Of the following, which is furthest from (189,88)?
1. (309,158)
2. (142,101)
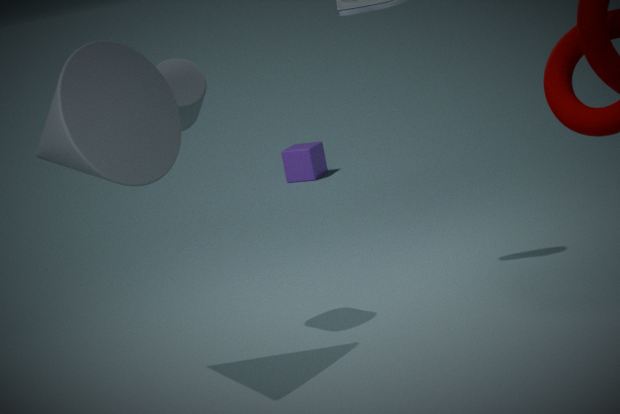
(309,158)
